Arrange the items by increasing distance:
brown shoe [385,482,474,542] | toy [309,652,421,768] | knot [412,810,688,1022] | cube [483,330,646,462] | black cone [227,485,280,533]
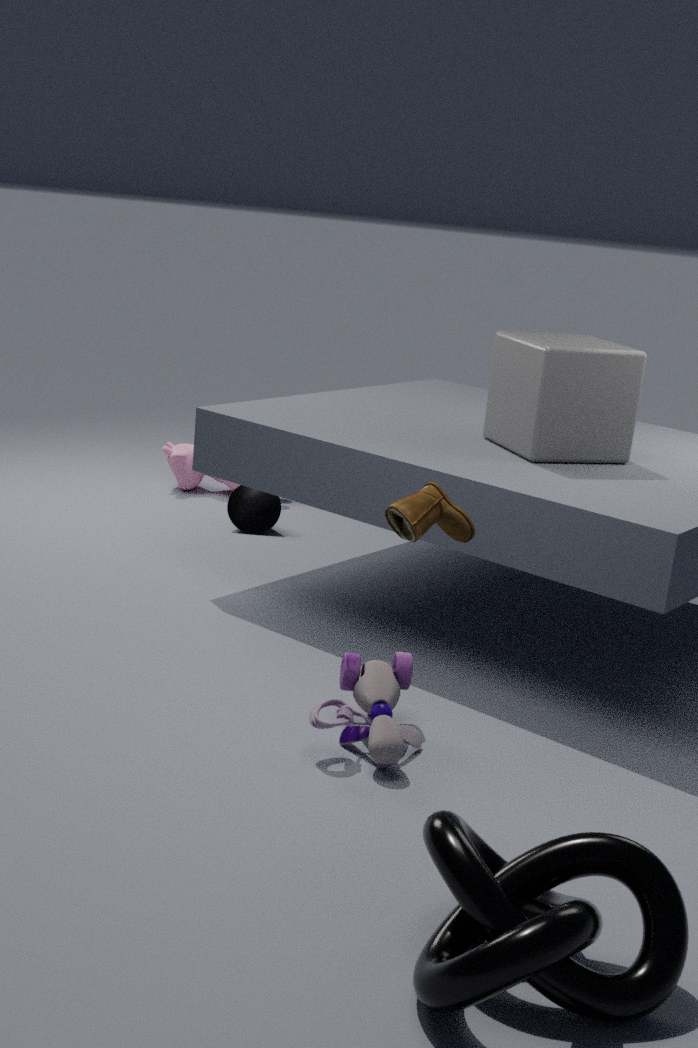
knot [412,810,688,1022]
brown shoe [385,482,474,542]
toy [309,652,421,768]
cube [483,330,646,462]
black cone [227,485,280,533]
